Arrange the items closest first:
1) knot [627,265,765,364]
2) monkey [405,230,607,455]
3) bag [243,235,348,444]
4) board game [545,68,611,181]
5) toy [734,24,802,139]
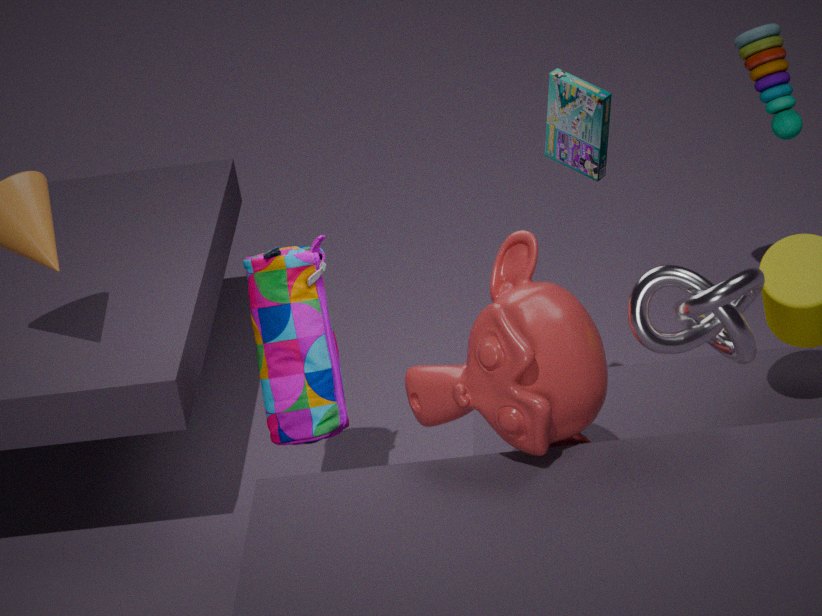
1. 1. knot [627,265,765,364]
2. 2. monkey [405,230,607,455]
3. 4. board game [545,68,611,181]
4. 3. bag [243,235,348,444]
5. 5. toy [734,24,802,139]
